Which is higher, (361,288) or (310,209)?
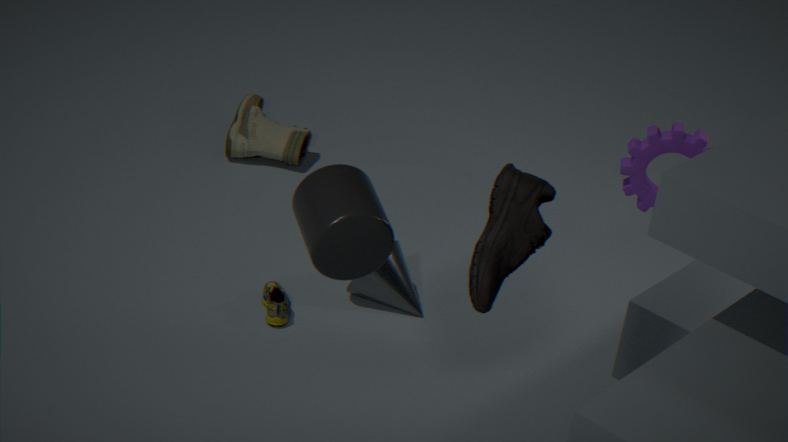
(310,209)
